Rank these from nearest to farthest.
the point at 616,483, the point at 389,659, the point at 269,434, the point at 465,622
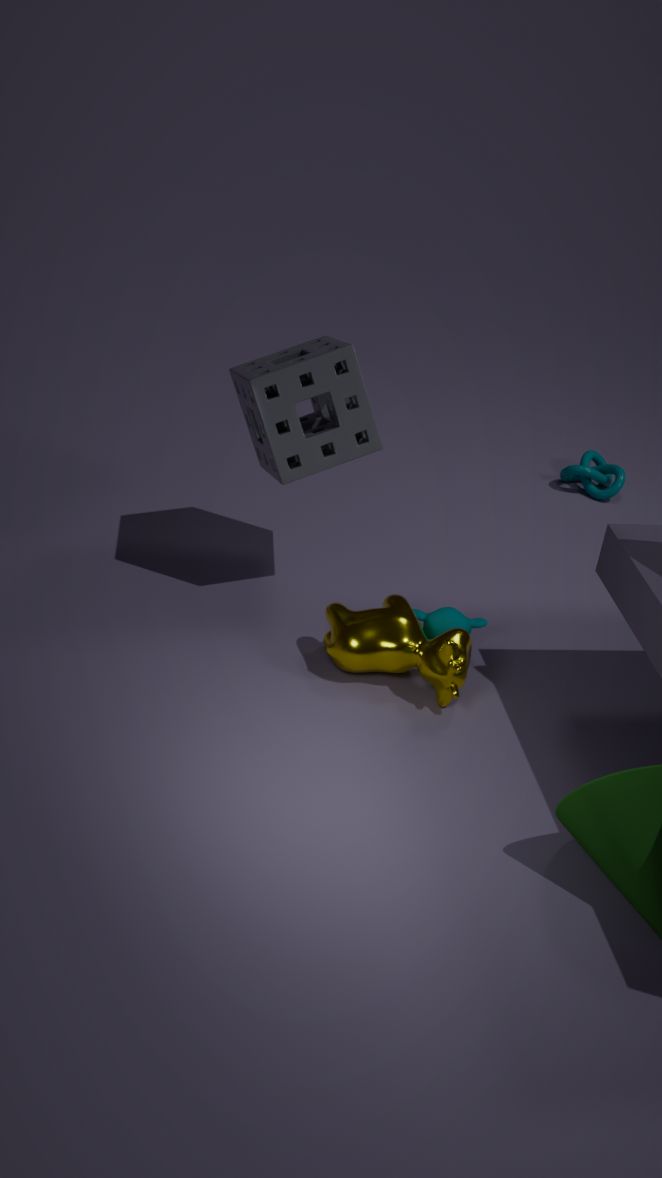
1. the point at 389,659
2. the point at 269,434
3. the point at 465,622
4. the point at 616,483
